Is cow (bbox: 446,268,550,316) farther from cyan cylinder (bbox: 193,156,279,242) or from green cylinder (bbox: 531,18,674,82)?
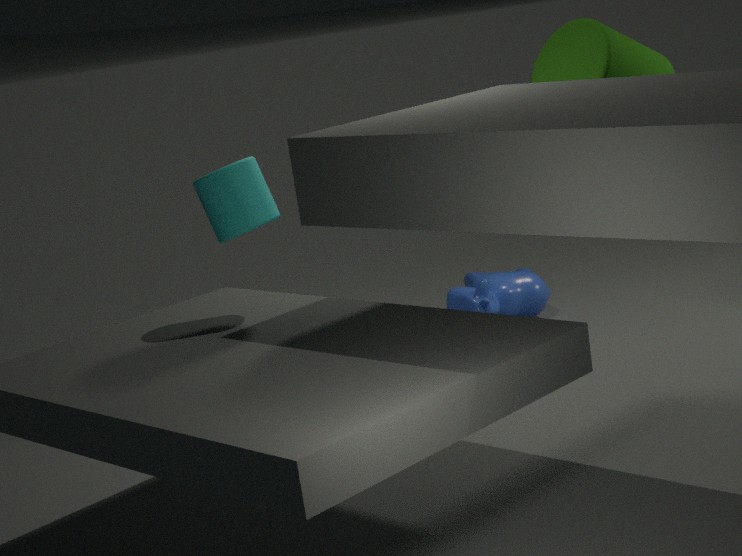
cyan cylinder (bbox: 193,156,279,242)
